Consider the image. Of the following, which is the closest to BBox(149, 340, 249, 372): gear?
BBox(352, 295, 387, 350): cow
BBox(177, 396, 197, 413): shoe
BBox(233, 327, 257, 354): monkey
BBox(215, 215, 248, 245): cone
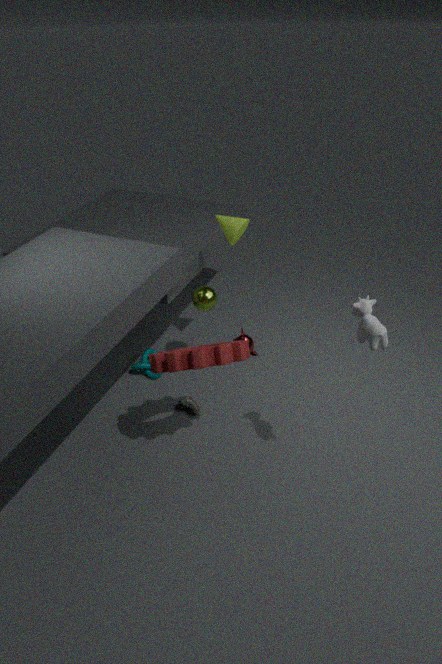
BBox(177, 396, 197, 413): shoe
